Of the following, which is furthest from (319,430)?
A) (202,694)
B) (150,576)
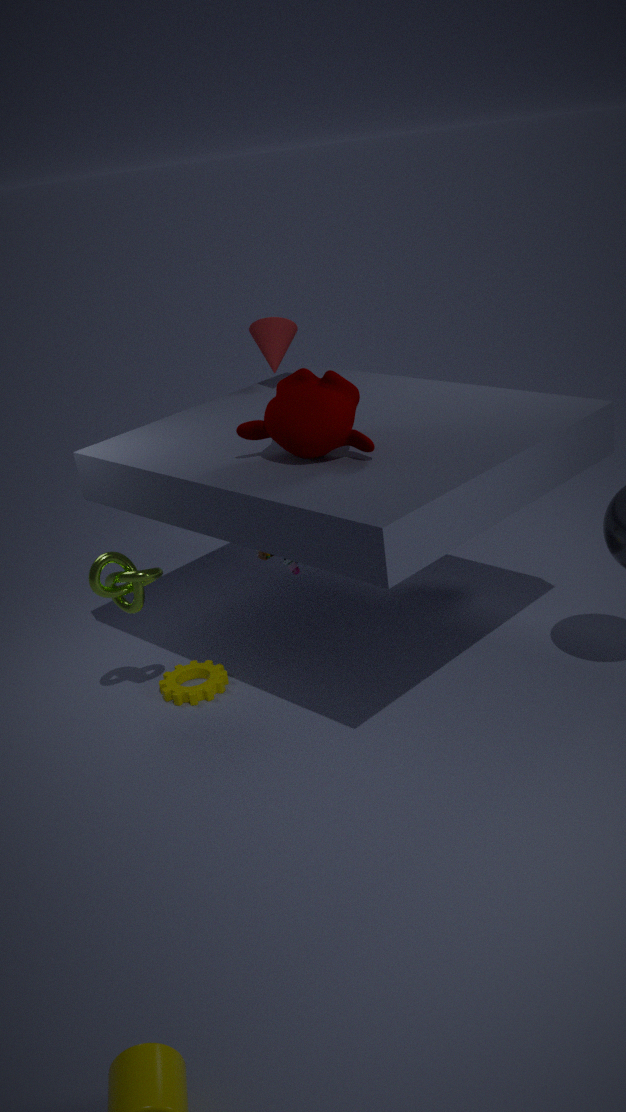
(202,694)
